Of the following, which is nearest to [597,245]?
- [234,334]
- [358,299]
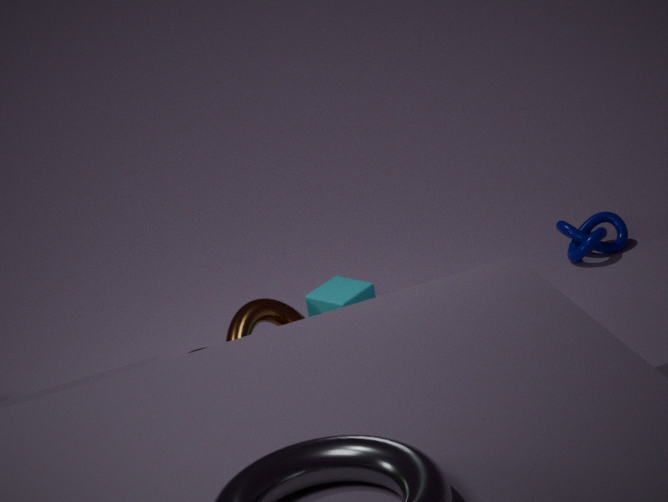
[358,299]
